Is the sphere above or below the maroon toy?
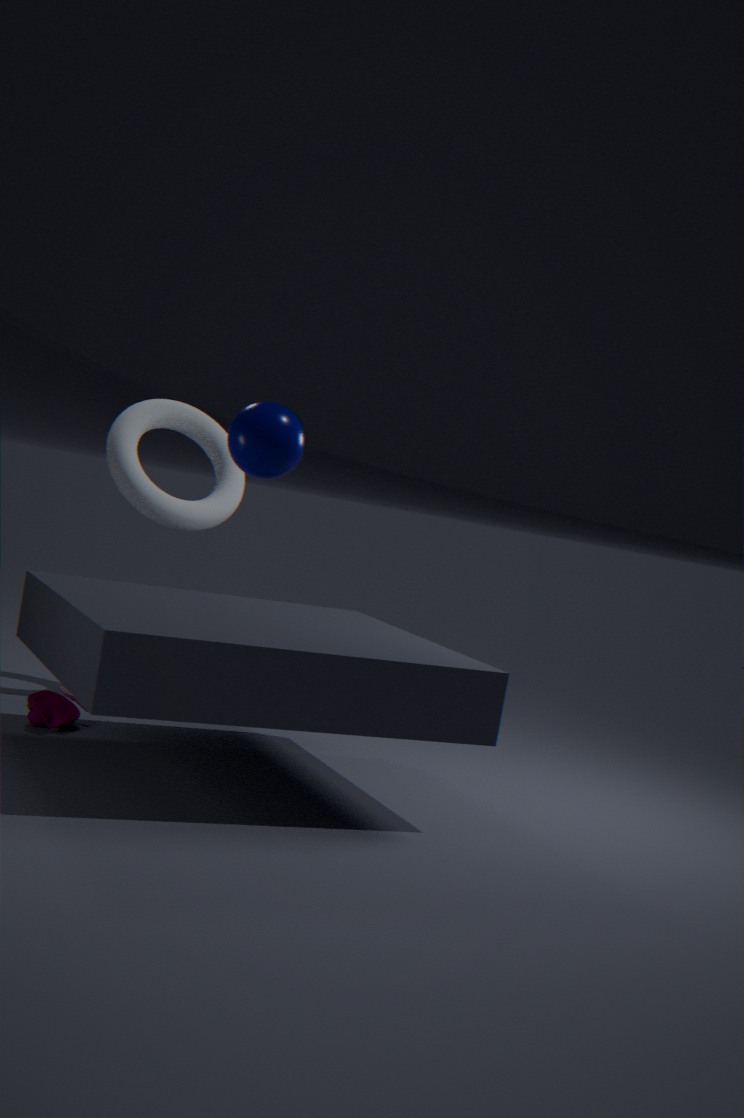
above
